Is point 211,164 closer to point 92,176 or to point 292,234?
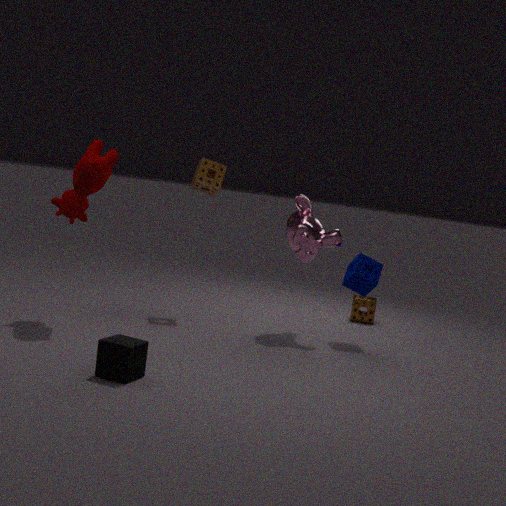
point 292,234
